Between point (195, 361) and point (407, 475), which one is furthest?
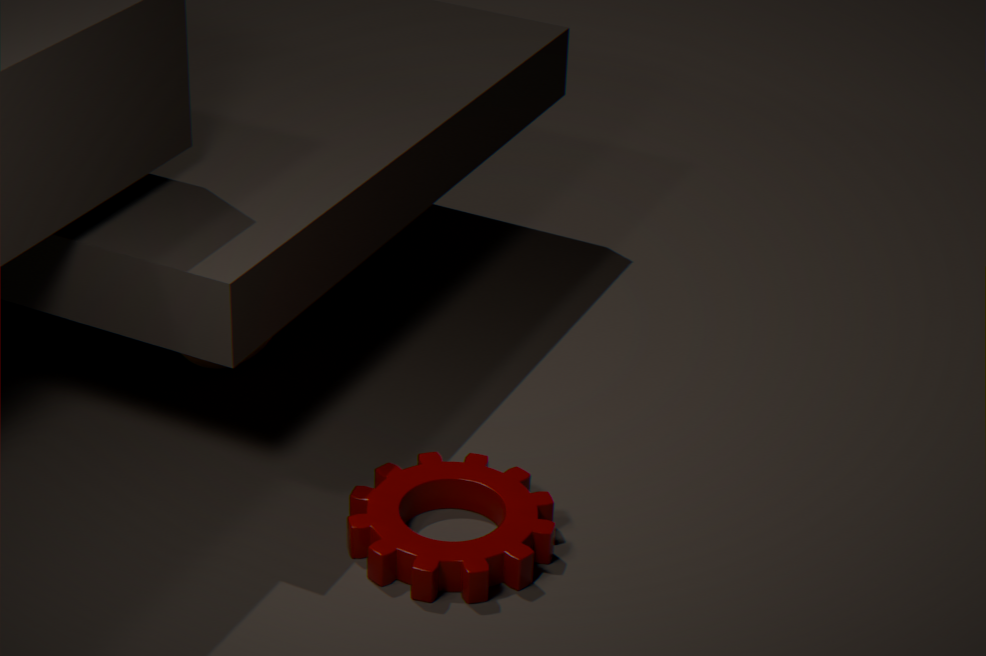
point (195, 361)
